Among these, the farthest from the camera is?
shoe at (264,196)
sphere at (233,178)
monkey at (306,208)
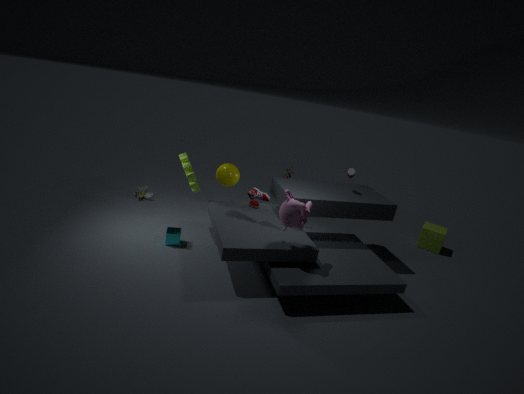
sphere at (233,178)
